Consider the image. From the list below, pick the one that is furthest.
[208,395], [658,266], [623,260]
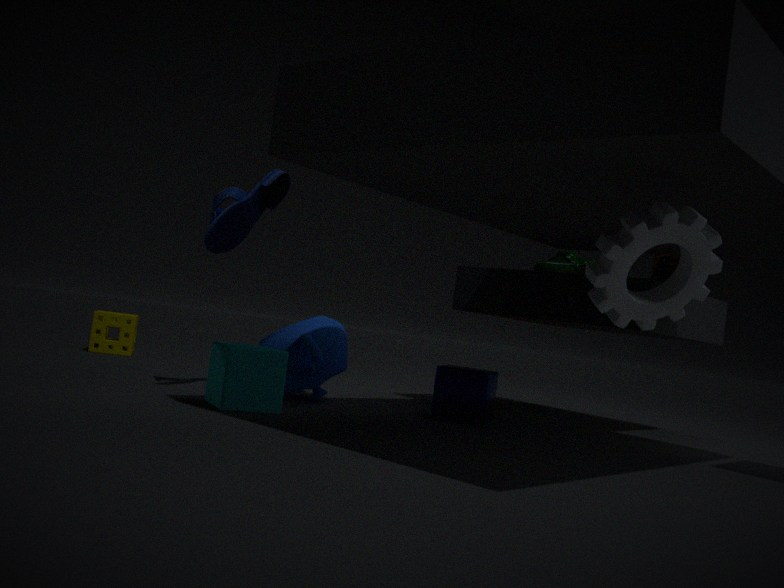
[658,266]
